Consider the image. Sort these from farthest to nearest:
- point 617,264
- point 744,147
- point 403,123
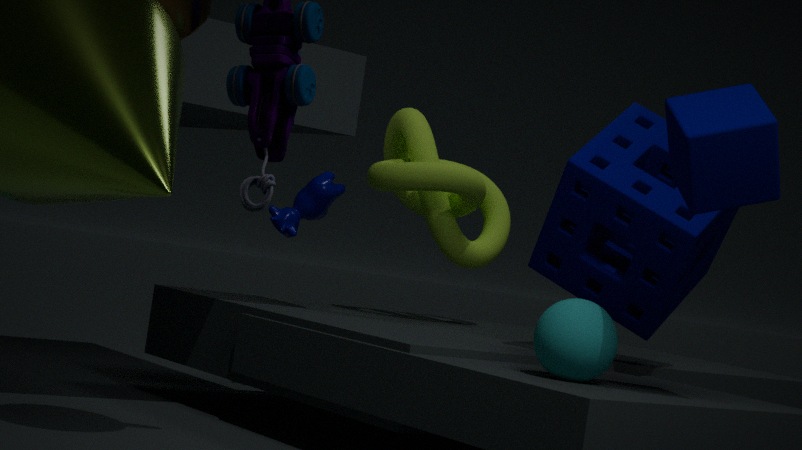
1. point 403,123
2. point 617,264
3. point 744,147
